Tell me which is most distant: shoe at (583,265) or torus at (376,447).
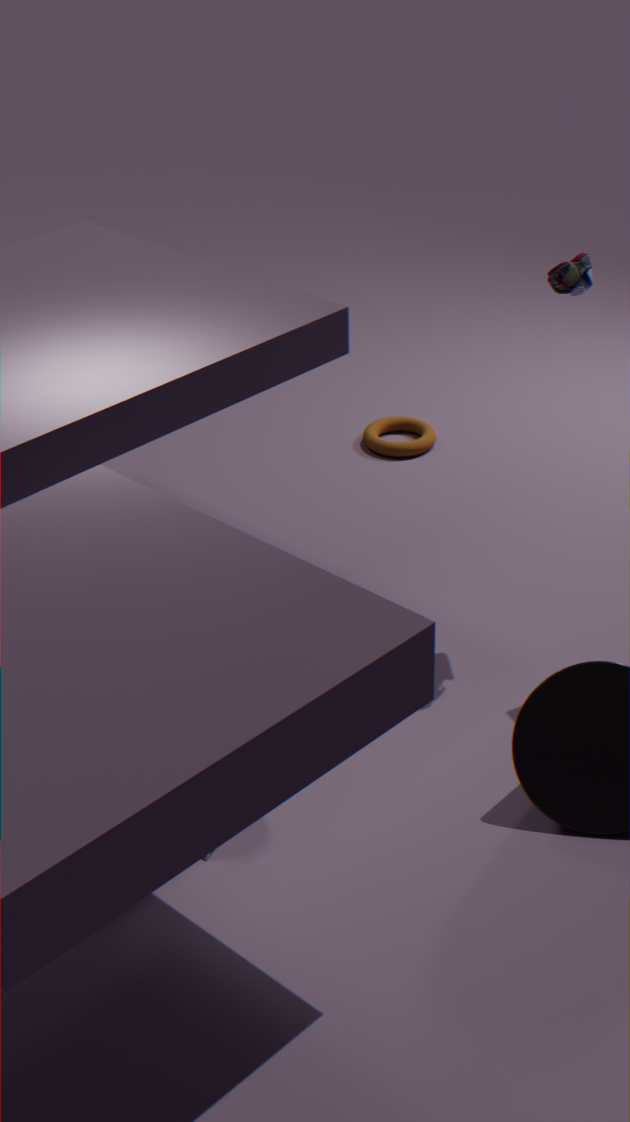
torus at (376,447)
